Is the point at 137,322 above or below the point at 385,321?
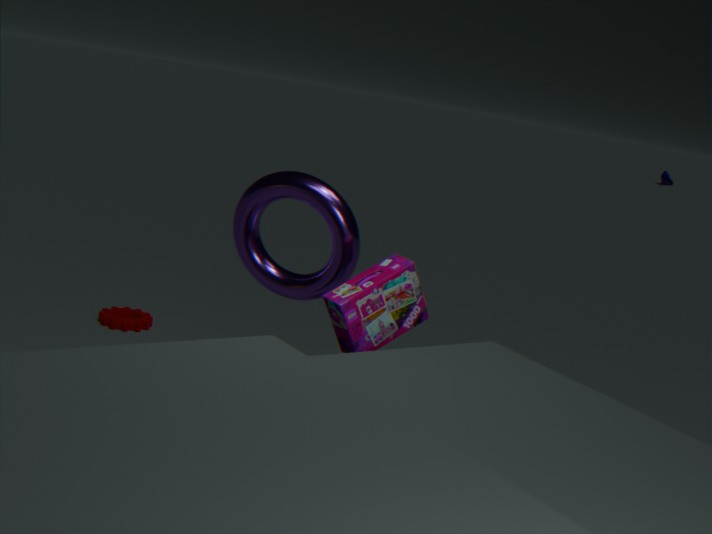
below
